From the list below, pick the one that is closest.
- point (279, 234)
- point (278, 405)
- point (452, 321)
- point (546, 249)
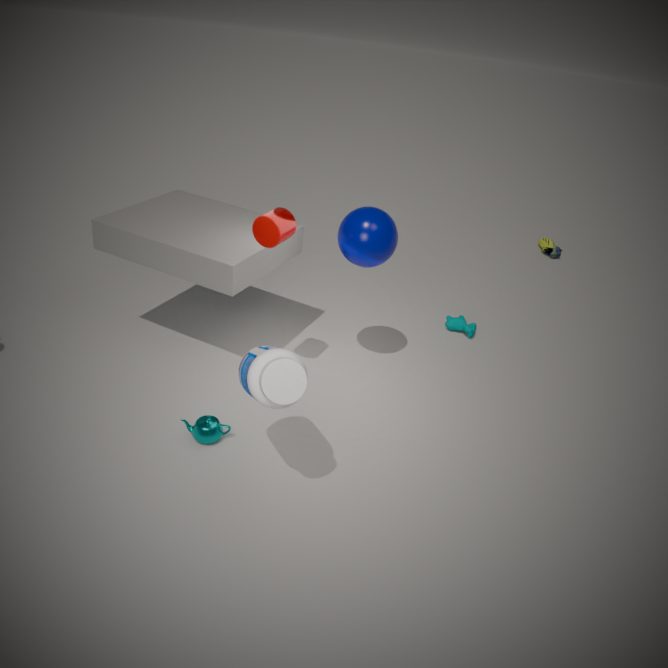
point (278, 405)
